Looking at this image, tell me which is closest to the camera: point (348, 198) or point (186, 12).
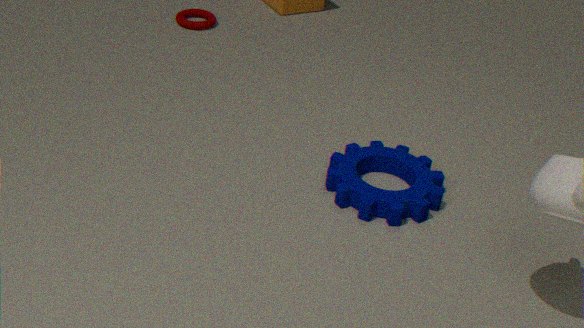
point (348, 198)
